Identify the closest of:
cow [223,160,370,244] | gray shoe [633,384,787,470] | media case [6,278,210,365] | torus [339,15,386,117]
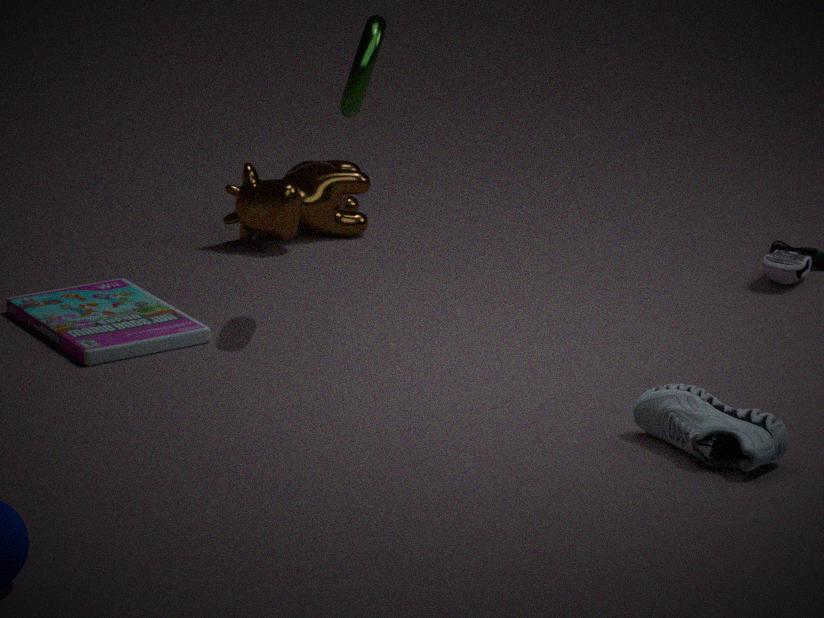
gray shoe [633,384,787,470]
